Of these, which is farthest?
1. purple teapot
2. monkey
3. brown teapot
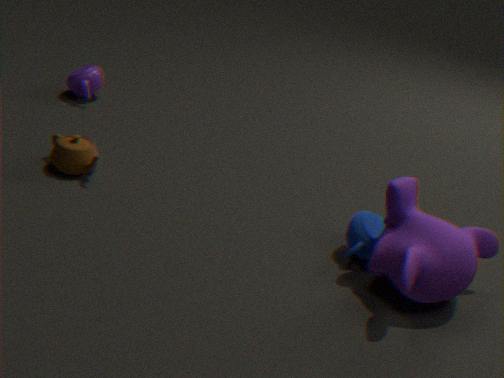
purple teapot
